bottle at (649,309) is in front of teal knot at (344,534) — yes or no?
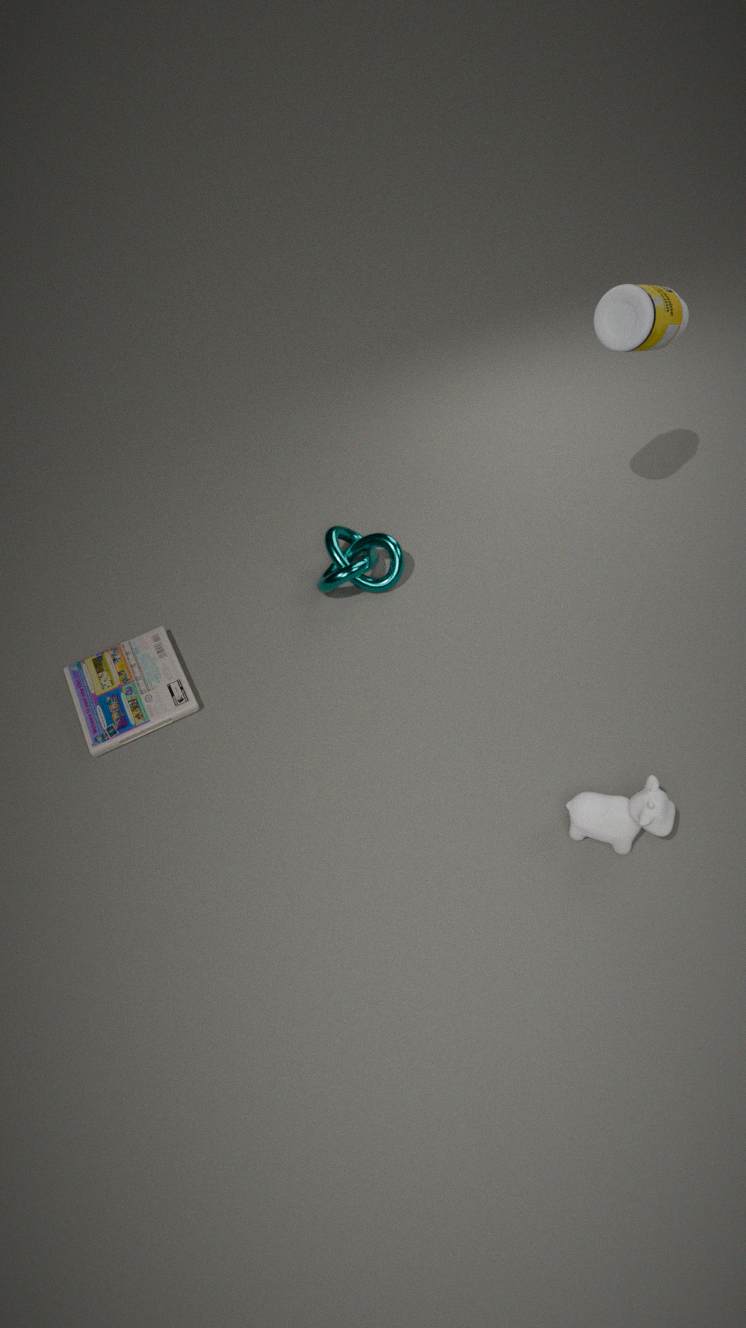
Yes
